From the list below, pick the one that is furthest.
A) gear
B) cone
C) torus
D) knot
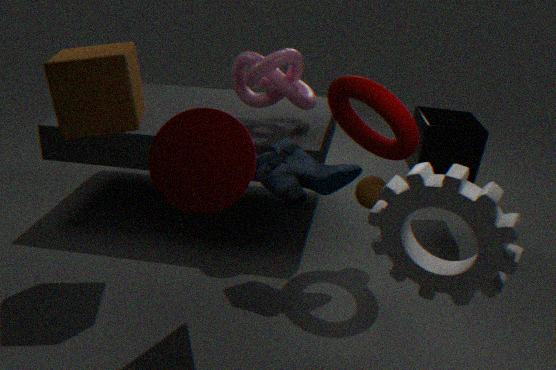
knot
